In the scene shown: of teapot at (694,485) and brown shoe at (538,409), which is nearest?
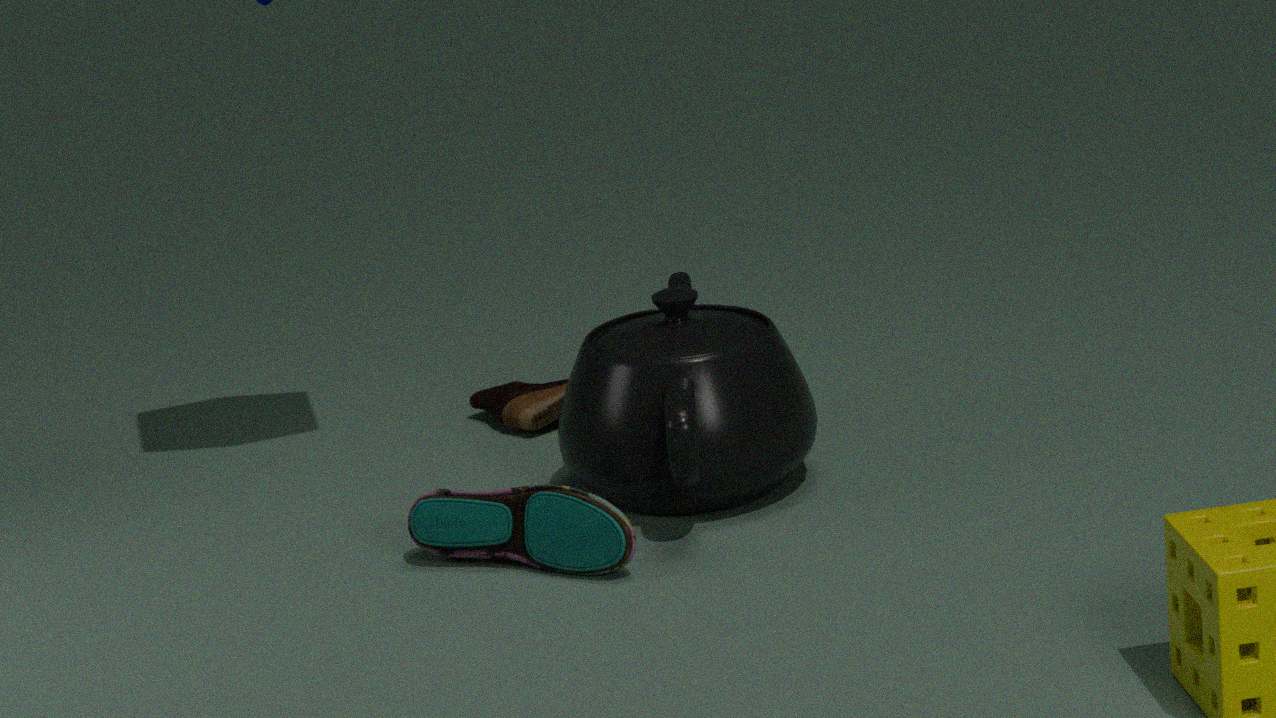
teapot at (694,485)
